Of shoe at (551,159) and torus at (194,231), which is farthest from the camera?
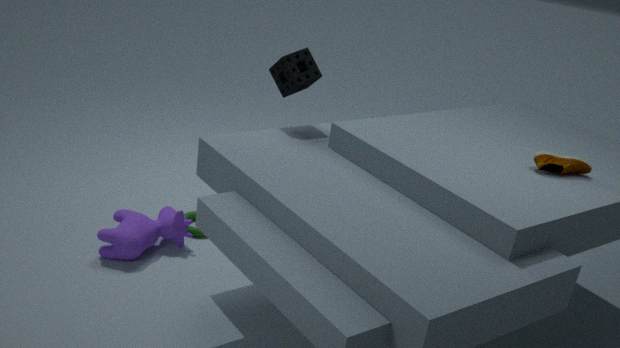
torus at (194,231)
